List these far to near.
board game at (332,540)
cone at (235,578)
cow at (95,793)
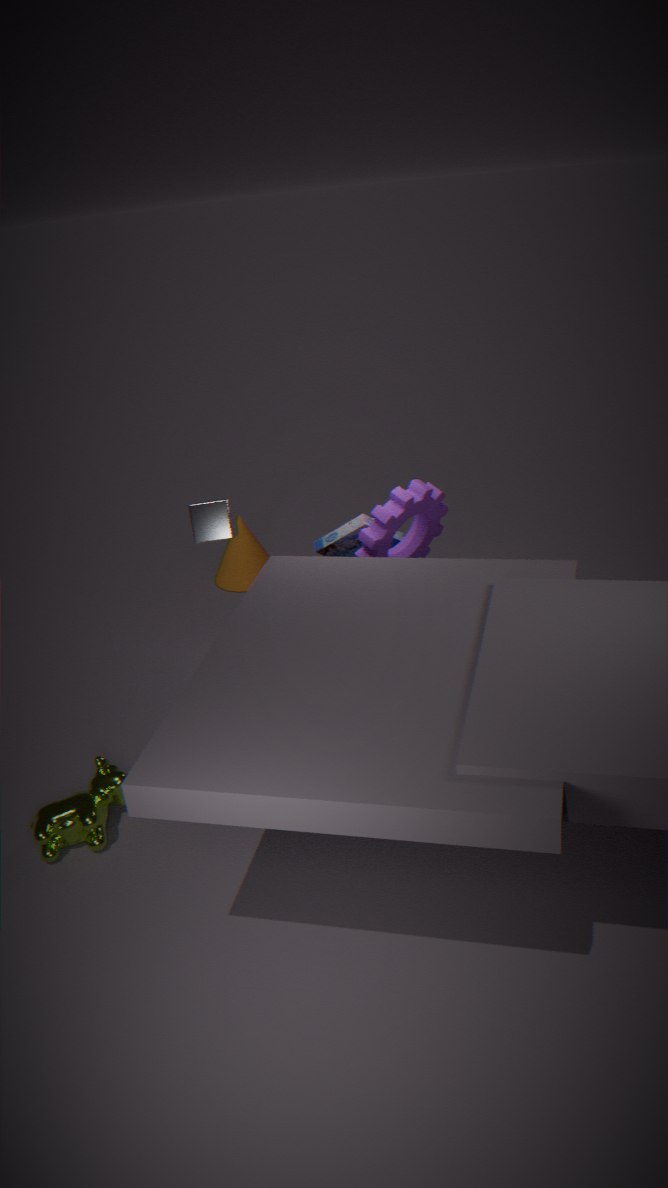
cone at (235,578) < board game at (332,540) < cow at (95,793)
